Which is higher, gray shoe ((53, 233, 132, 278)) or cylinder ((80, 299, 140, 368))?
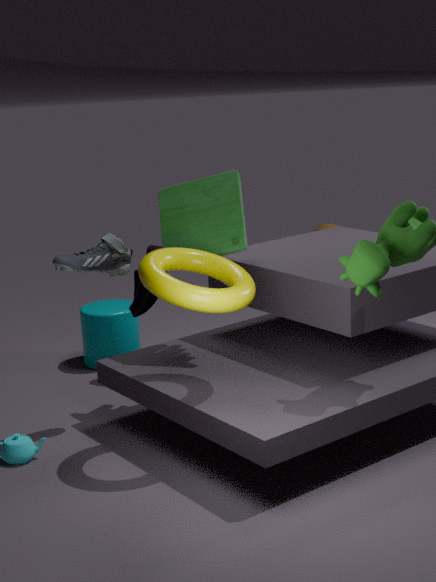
gray shoe ((53, 233, 132, 278))
